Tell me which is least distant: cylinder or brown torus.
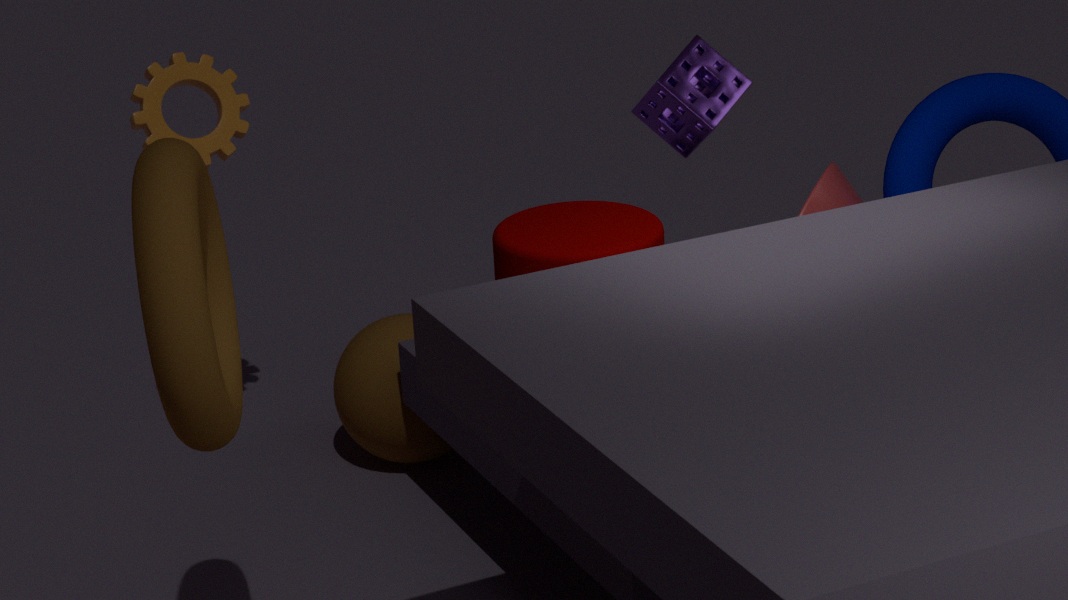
brown torus
